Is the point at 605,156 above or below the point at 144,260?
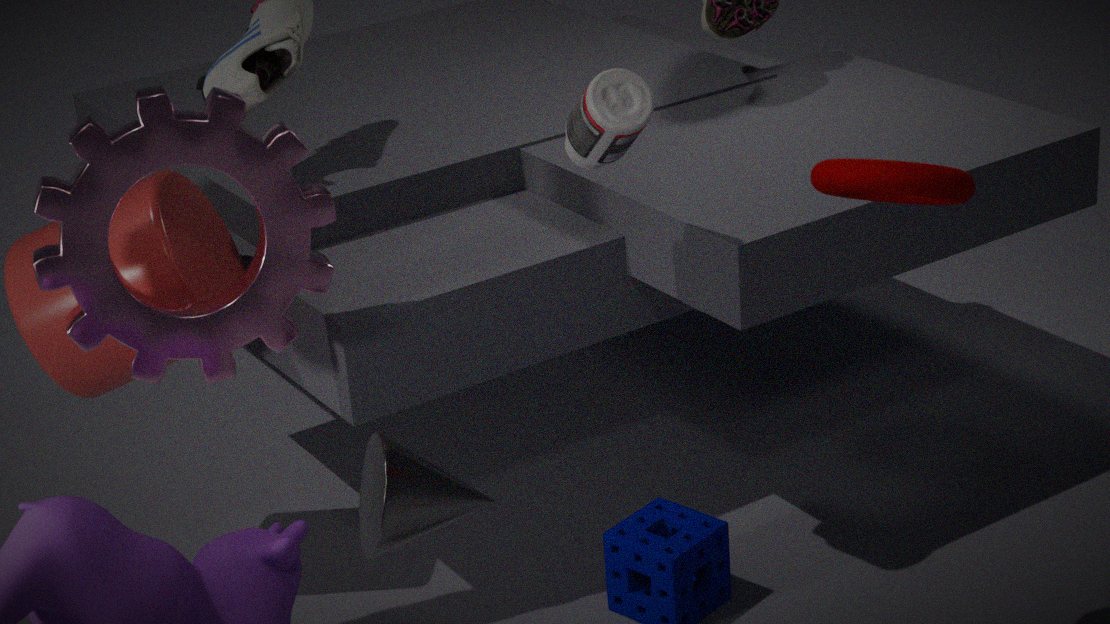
above
